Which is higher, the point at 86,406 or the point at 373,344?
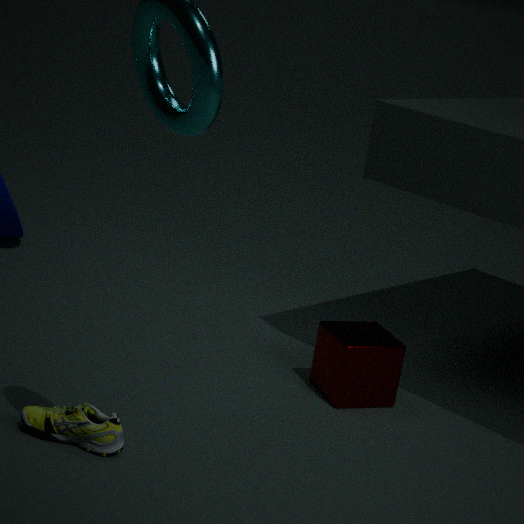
the point at 373,344
